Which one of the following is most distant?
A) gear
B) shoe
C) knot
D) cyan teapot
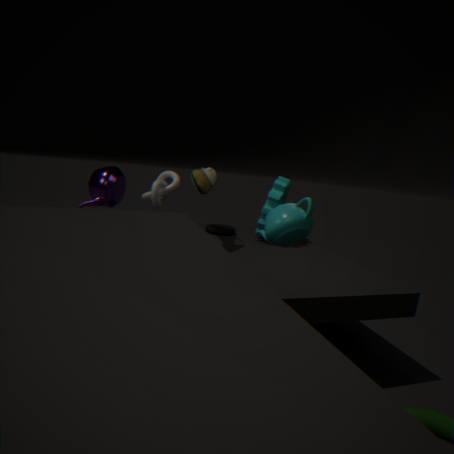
gear
